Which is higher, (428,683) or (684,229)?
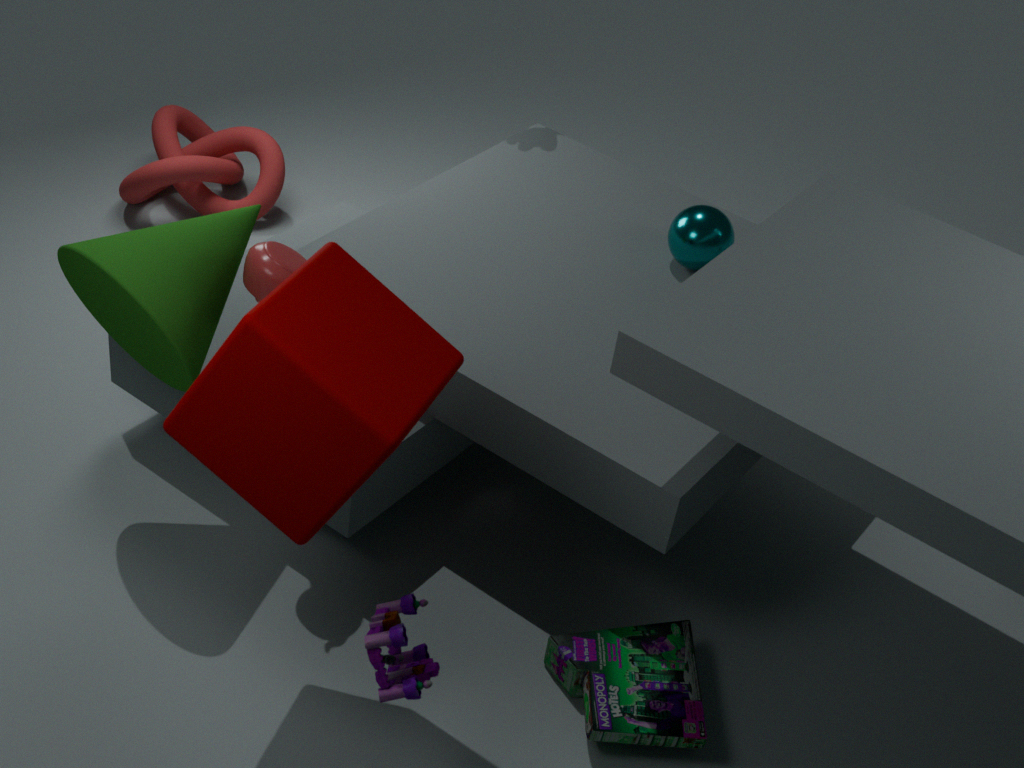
(684,229)
